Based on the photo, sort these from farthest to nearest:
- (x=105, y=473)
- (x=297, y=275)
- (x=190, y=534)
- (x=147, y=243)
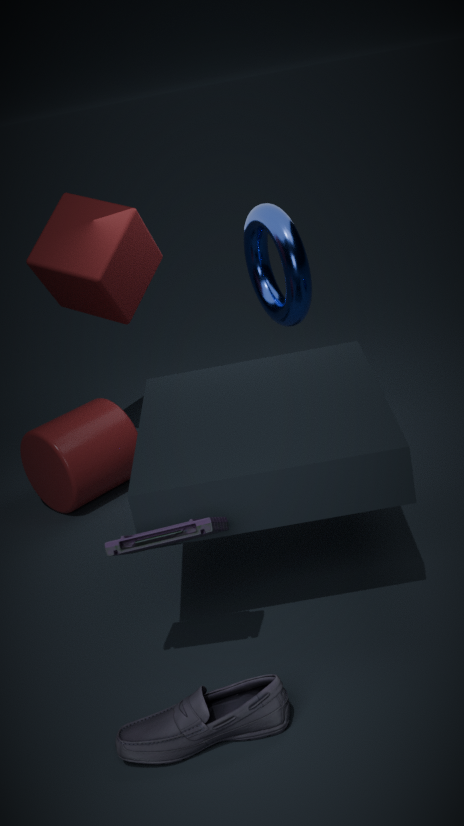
(x=147, y=243), (x=297, y=275), (x=105, y=473), (x=190, y=534)
